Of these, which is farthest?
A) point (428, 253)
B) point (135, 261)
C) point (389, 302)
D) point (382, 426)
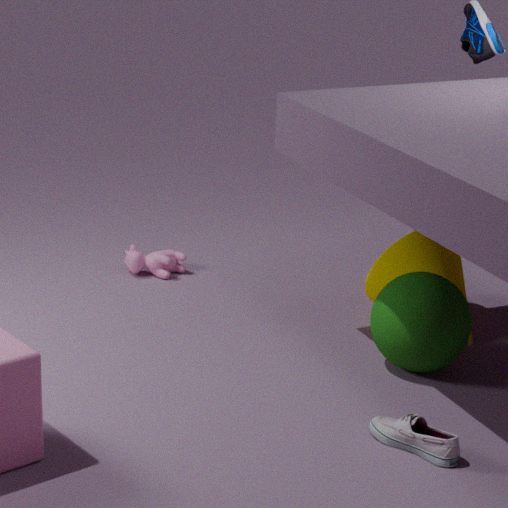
B. point (135, 261)
